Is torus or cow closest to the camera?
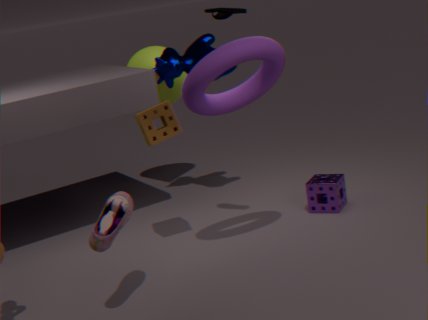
torus
